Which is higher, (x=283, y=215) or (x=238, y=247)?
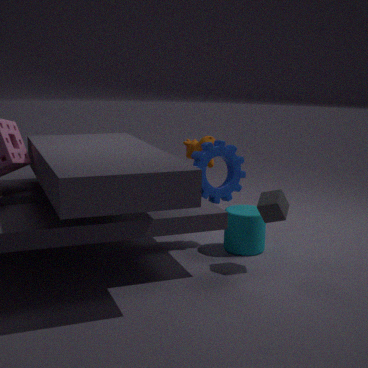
(x=283, y=215)
